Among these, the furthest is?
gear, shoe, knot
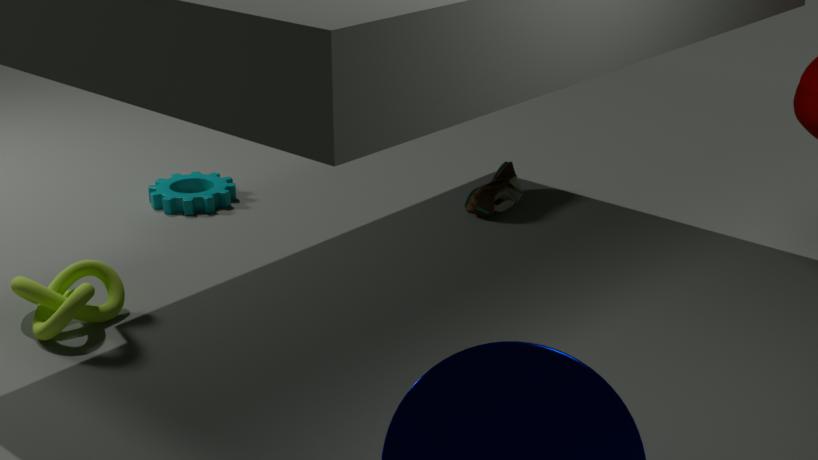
gear
